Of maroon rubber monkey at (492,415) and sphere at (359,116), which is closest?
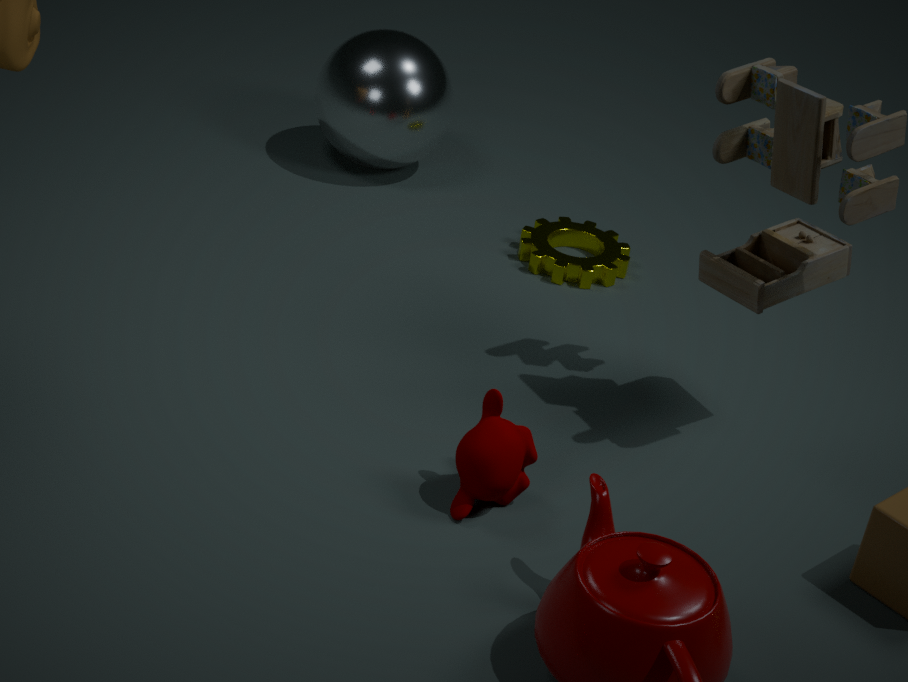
maroon rubber monkey at (492,415)
